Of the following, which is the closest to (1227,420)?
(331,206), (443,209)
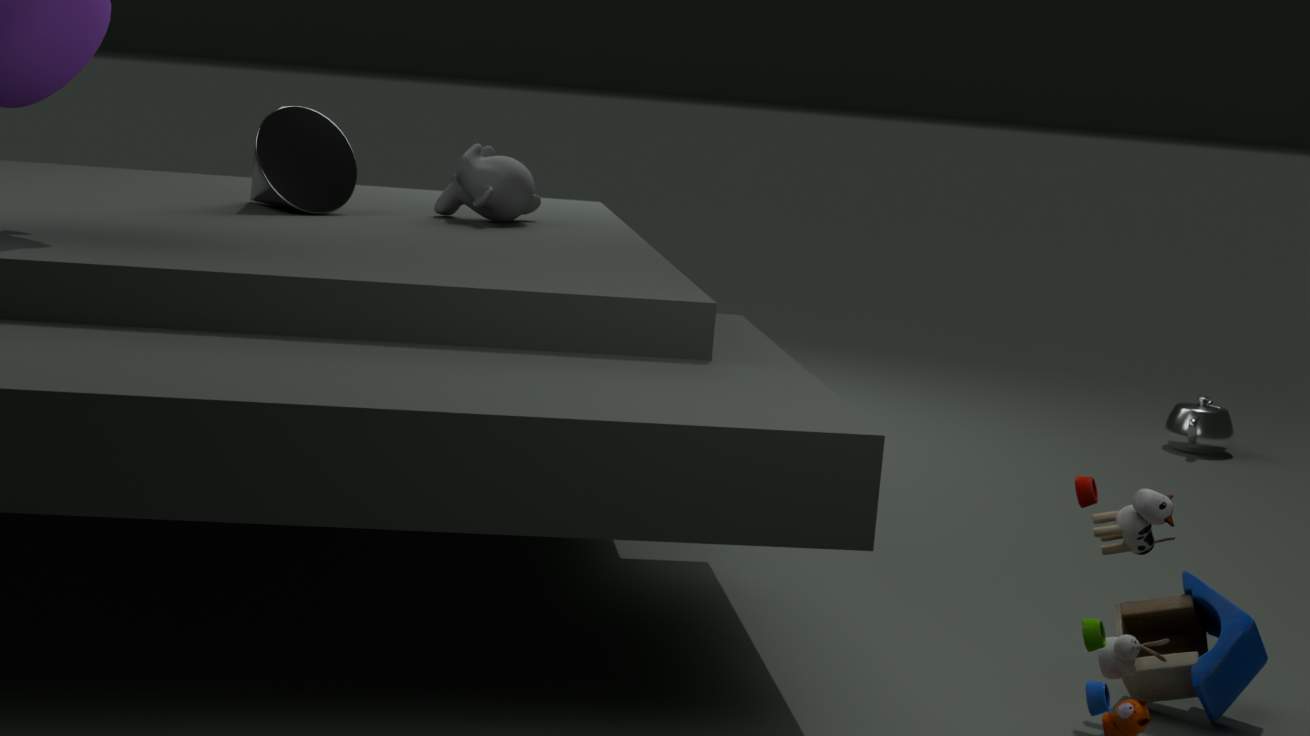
(443,209)
